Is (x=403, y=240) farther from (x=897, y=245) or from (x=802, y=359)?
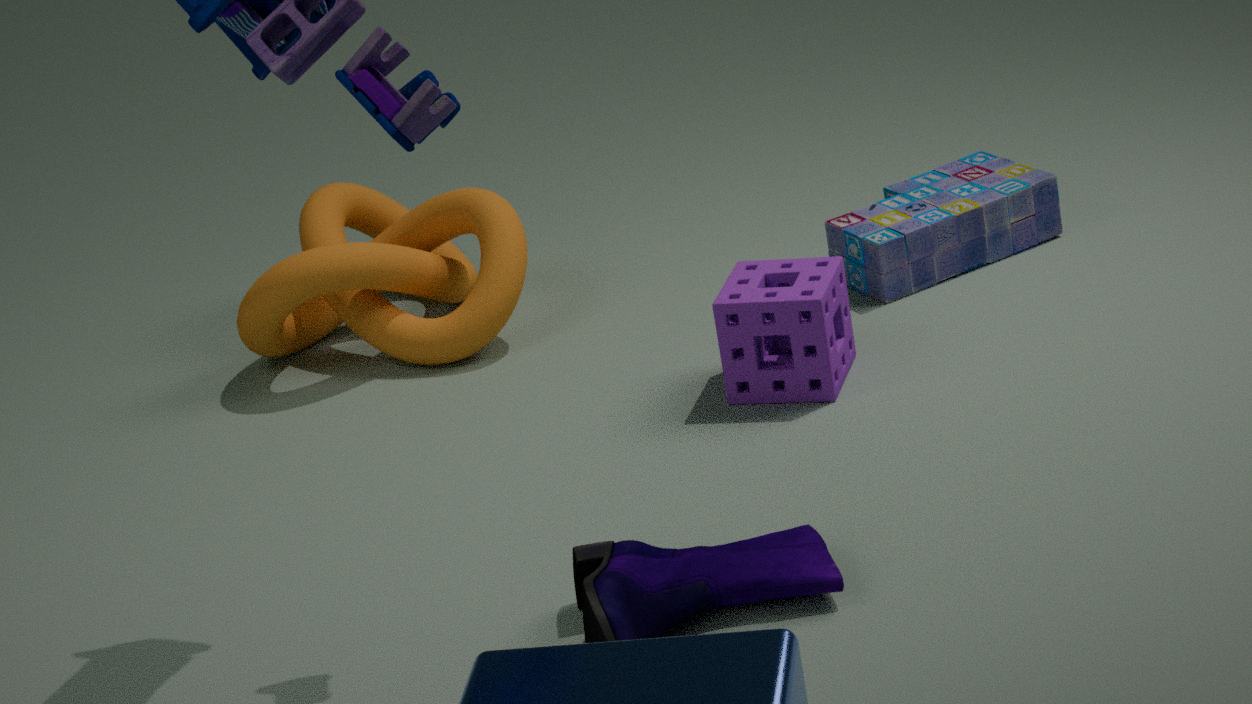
(x=897, y=245)
